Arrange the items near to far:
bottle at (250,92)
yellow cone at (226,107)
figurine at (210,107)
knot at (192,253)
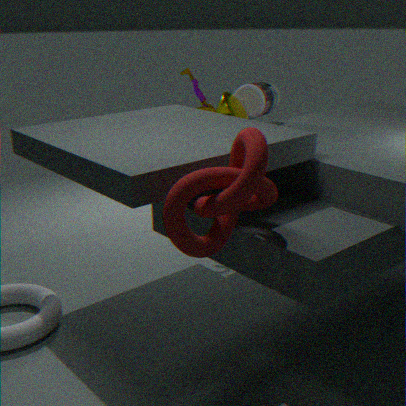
knot at (192,253)
yellow cone at (226,107)
bottle at (250,92)
figurine at (210,107)
